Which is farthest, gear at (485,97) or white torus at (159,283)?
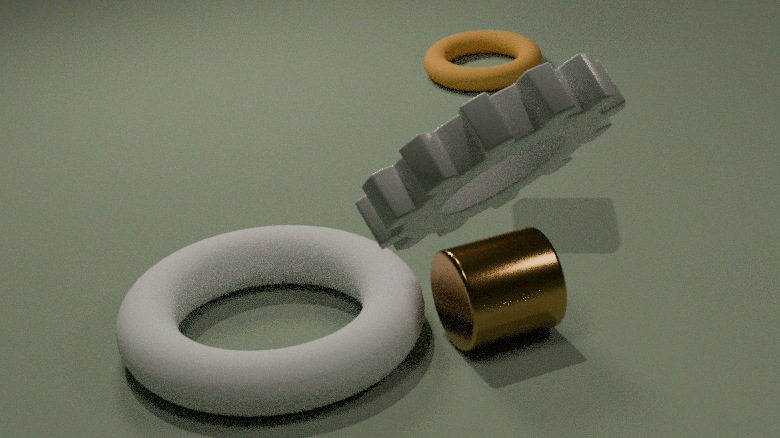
white torus at (159,283)
